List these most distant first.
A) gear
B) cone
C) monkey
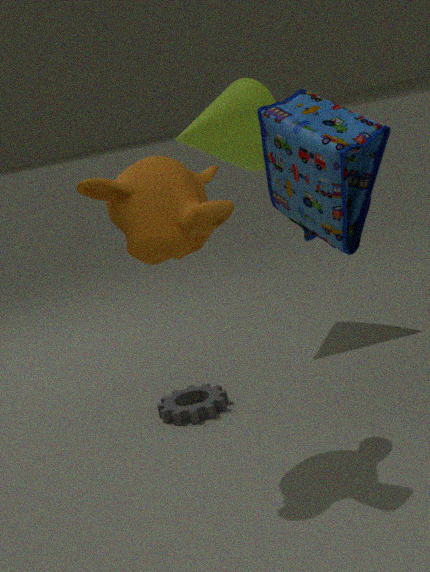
cone
gear
monkey
